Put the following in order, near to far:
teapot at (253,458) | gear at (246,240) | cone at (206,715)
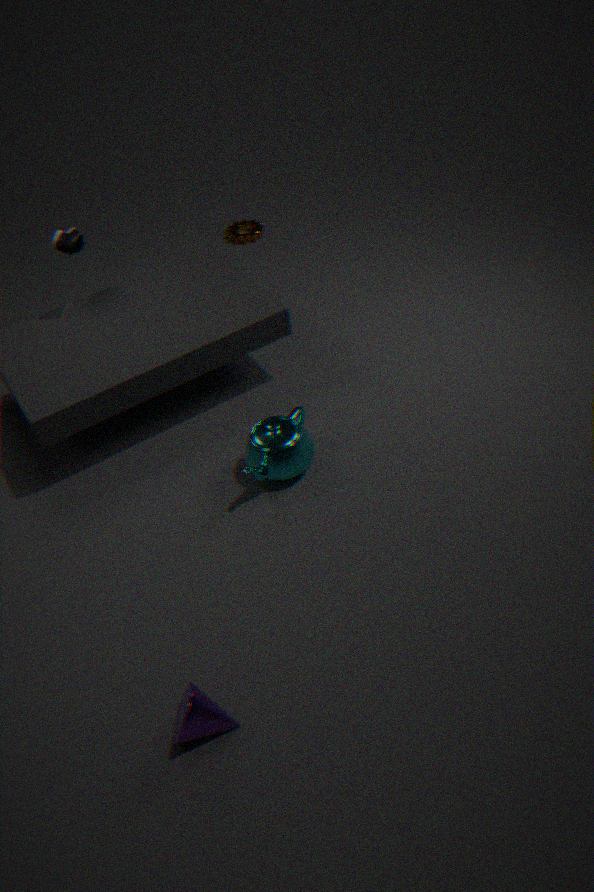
1. cone at (206,715)
2. teapot at (253,458)
3. gear at (246,240)
